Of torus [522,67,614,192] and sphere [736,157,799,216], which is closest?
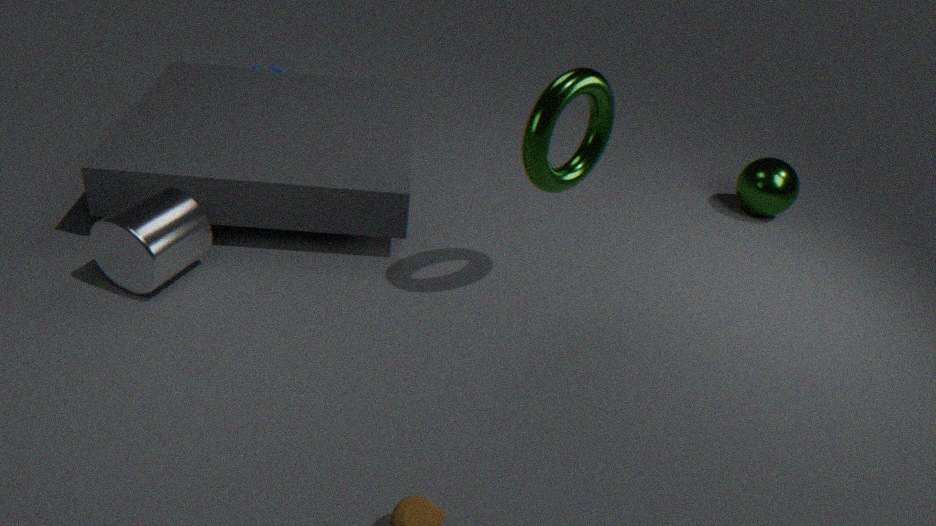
torus [522,67,614,192]
